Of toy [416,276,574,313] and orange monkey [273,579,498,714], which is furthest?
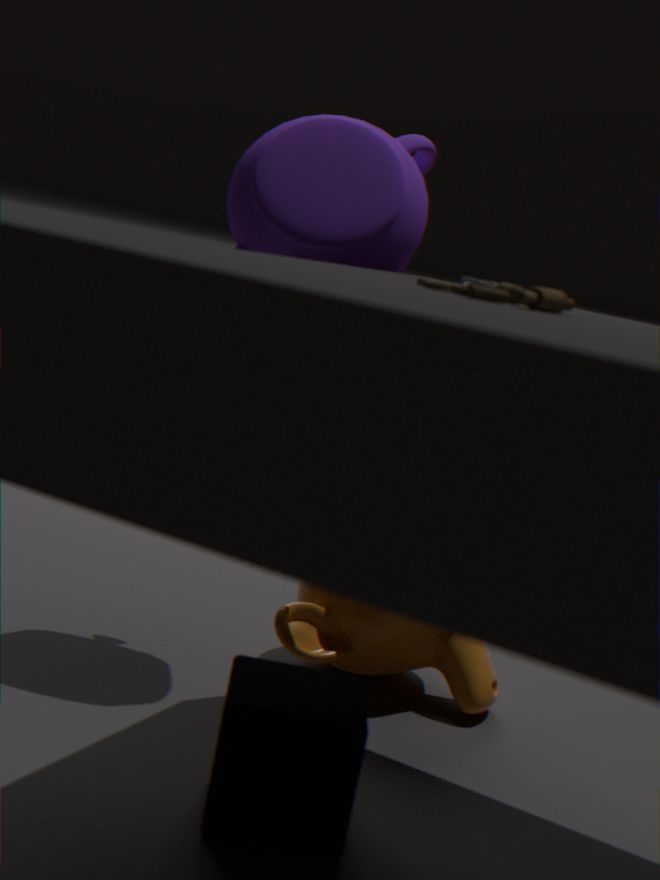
orange monkey [273,579,498,714]
